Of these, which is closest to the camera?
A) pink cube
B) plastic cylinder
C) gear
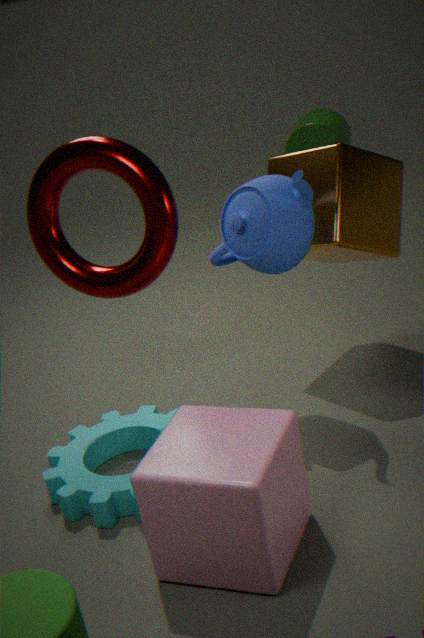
pink cube
